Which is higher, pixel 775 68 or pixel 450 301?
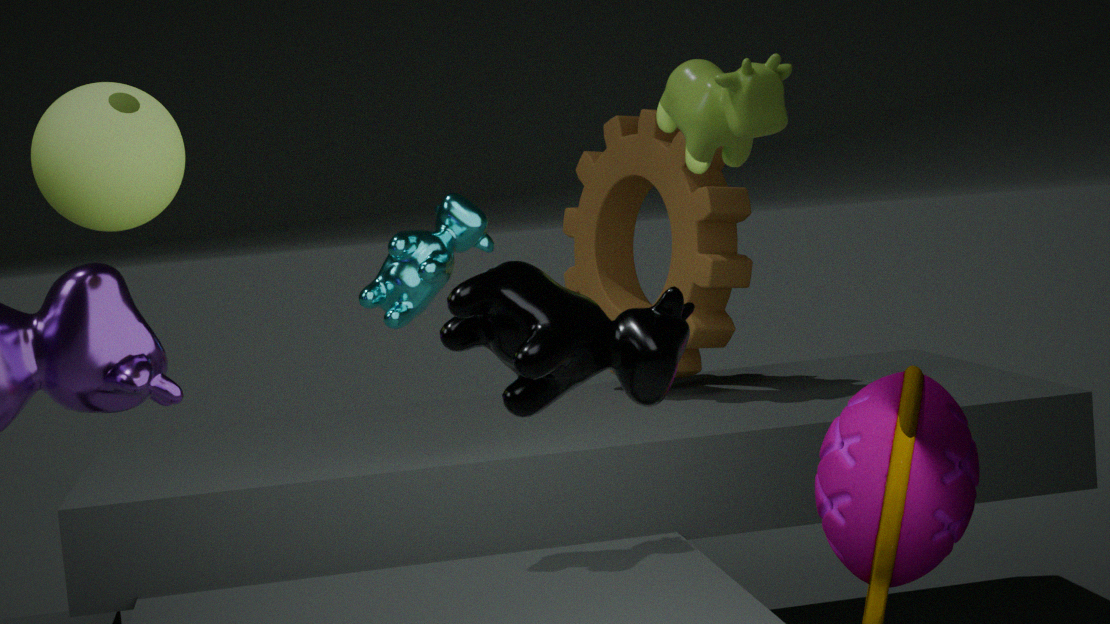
pixel 775 68
